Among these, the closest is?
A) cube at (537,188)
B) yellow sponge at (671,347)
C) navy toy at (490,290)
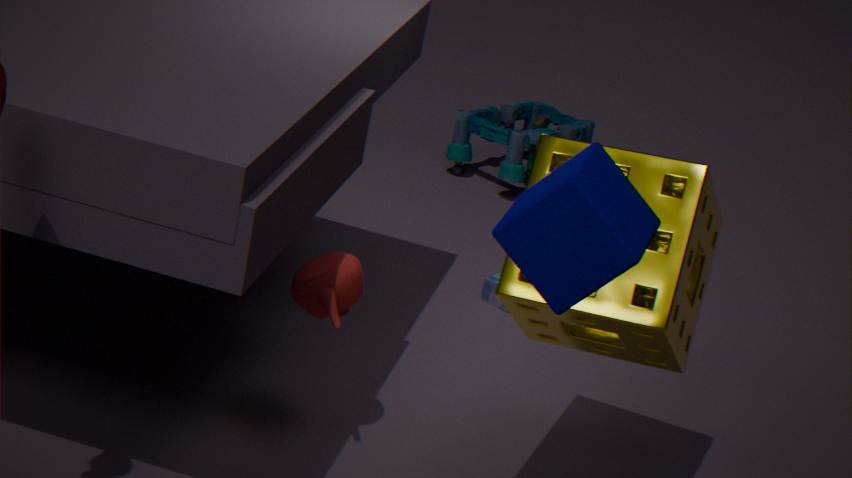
cube at (537,188)
